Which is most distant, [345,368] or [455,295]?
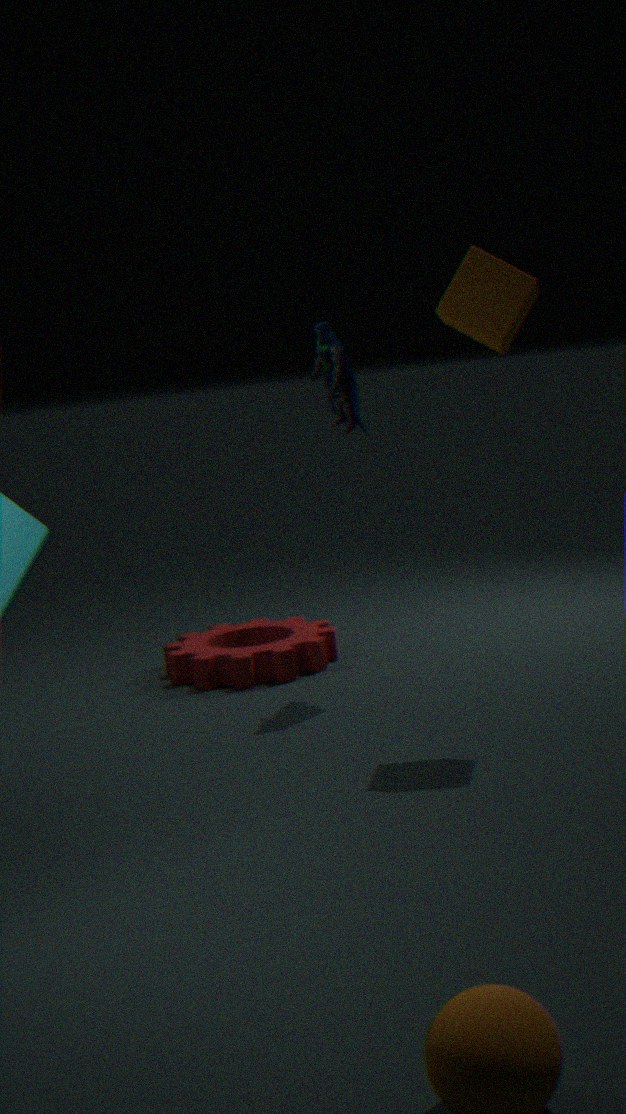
[345,368]
